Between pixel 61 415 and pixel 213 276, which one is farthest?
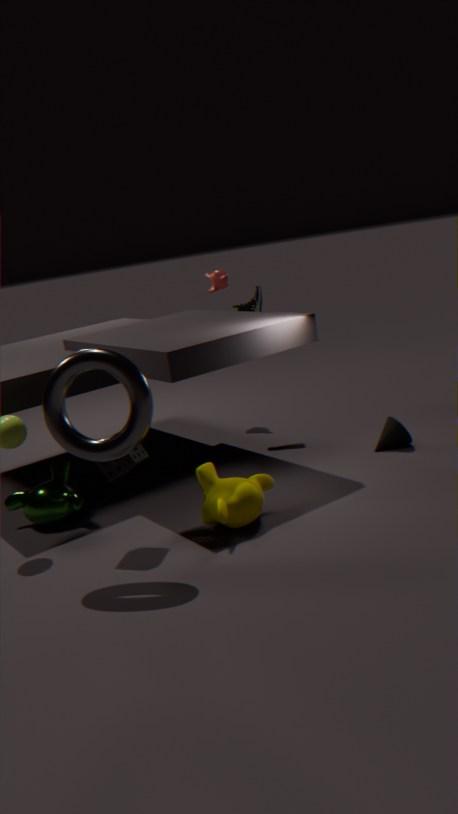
pixel 213 276
